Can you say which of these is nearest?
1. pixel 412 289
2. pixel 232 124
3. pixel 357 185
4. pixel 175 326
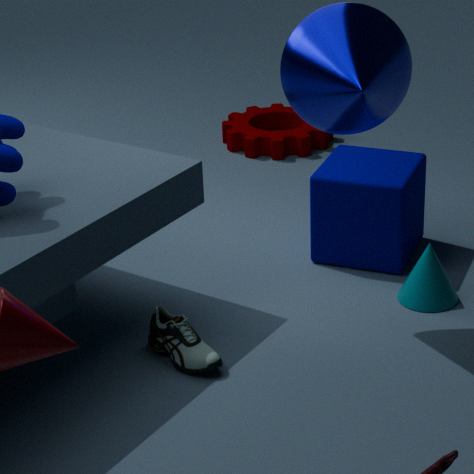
pixel 175 326
